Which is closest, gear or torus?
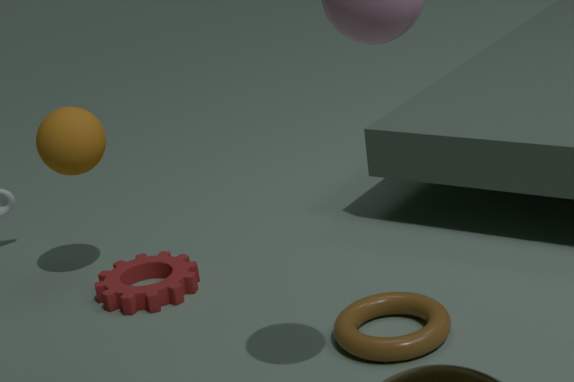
torus
